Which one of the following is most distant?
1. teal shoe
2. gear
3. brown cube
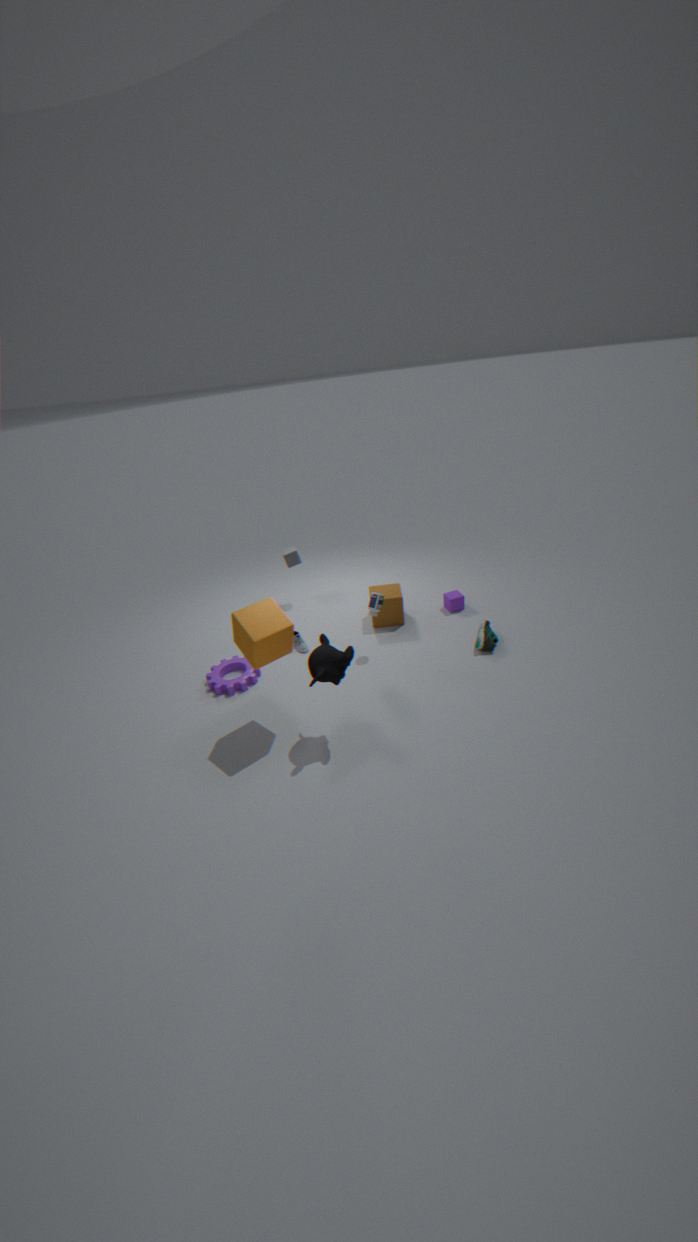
brown cube
